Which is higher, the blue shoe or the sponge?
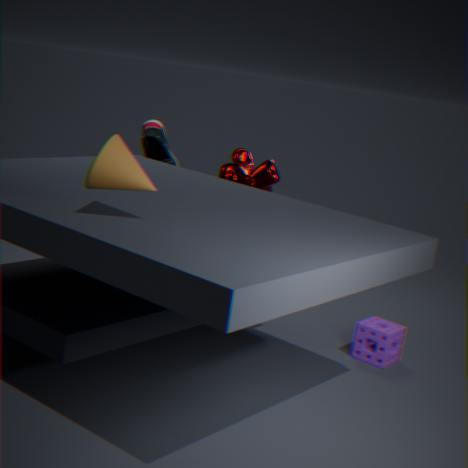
the blue shoe
